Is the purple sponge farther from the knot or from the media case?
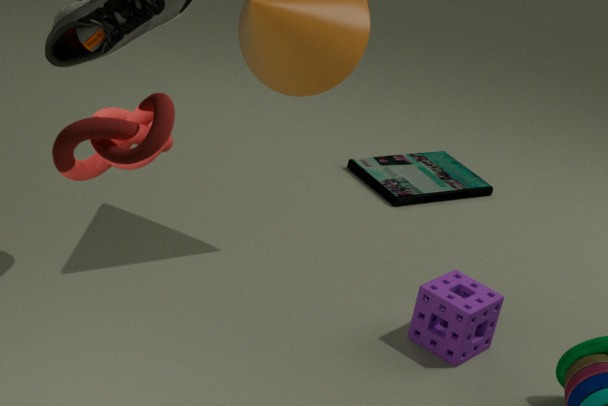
the knot
